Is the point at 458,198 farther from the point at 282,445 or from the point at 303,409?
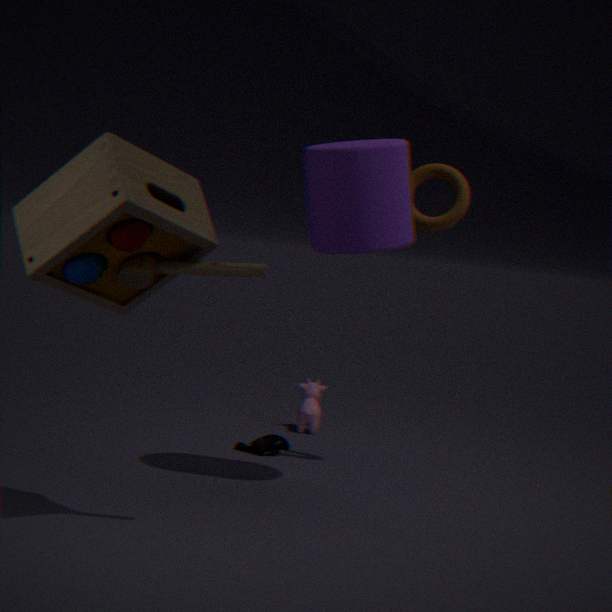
the point at 303,409
